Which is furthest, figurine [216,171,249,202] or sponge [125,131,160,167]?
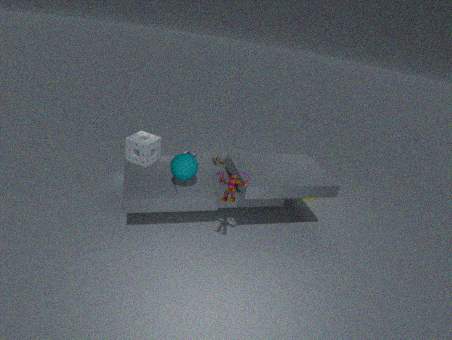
sponge [125,131,160,167]
